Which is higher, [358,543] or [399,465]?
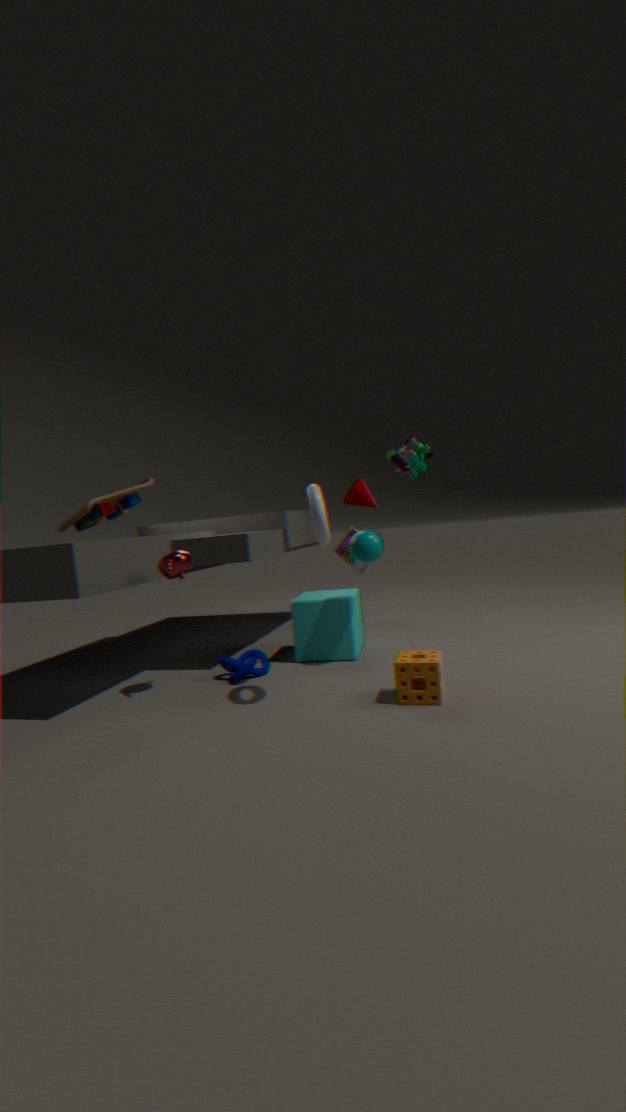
[399,465]
